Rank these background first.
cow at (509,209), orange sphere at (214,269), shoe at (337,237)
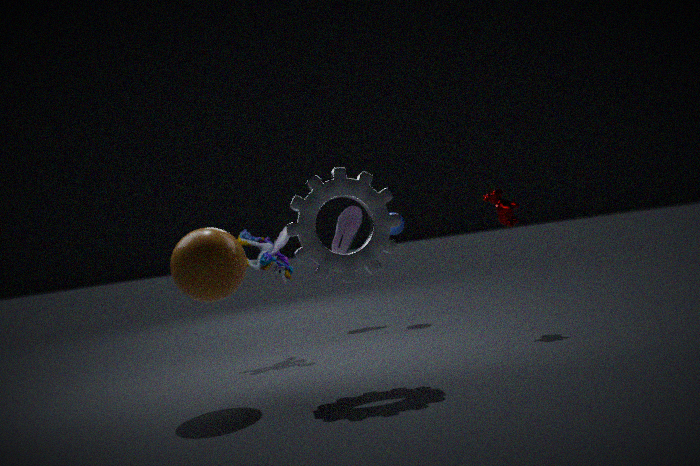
shoe at (337,237), cow at (509,209), orange sphere at (214,269)
